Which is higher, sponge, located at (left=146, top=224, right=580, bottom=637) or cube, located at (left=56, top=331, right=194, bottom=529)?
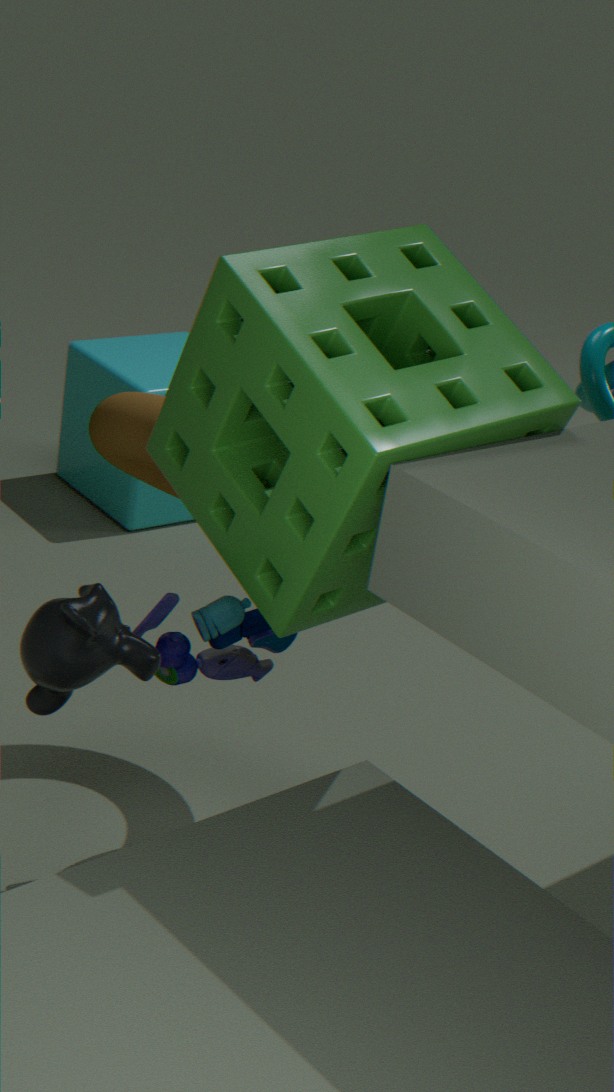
sponge, located at (left=146, top=224, right=580, bottom=637)
